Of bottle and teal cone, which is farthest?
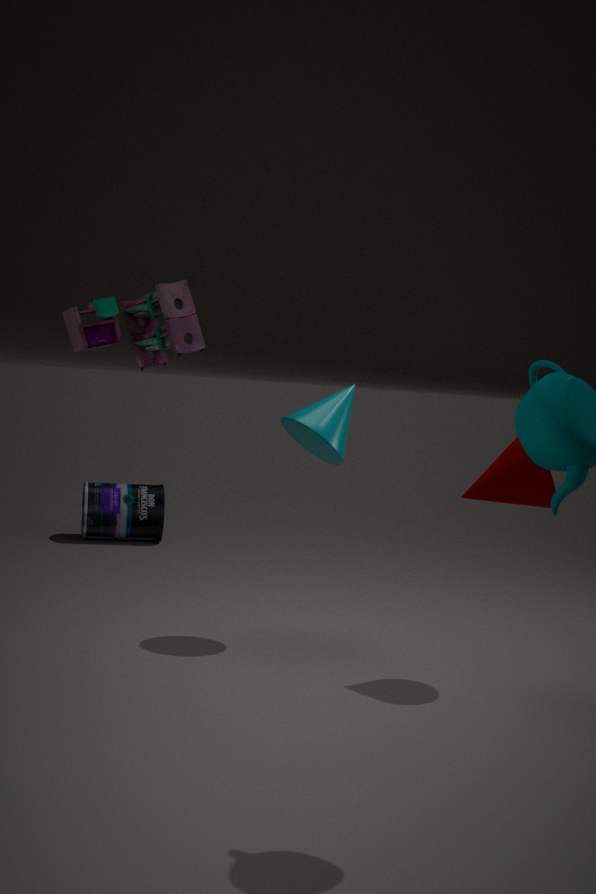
bottle
